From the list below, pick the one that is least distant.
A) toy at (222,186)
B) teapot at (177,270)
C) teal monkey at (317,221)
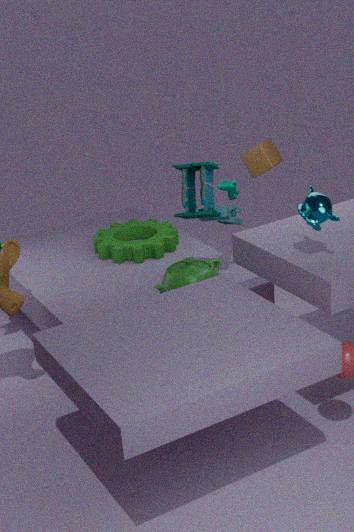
teal monkey at (317,221)
